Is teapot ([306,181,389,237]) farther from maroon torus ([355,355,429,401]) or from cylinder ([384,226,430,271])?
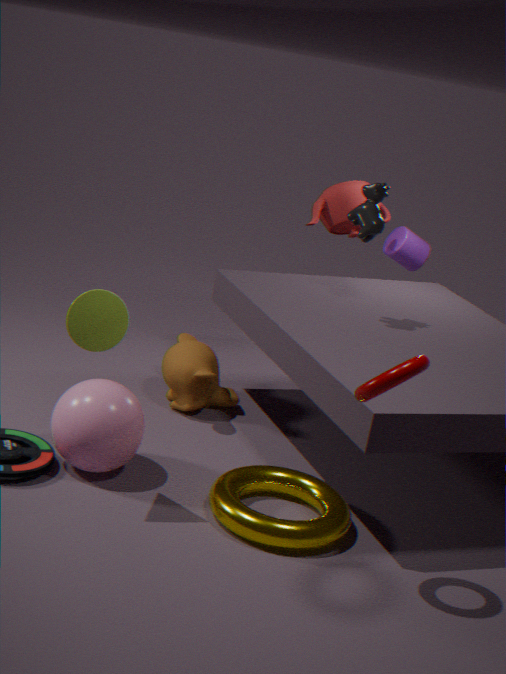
maroon torus ([355,355,429,401])
